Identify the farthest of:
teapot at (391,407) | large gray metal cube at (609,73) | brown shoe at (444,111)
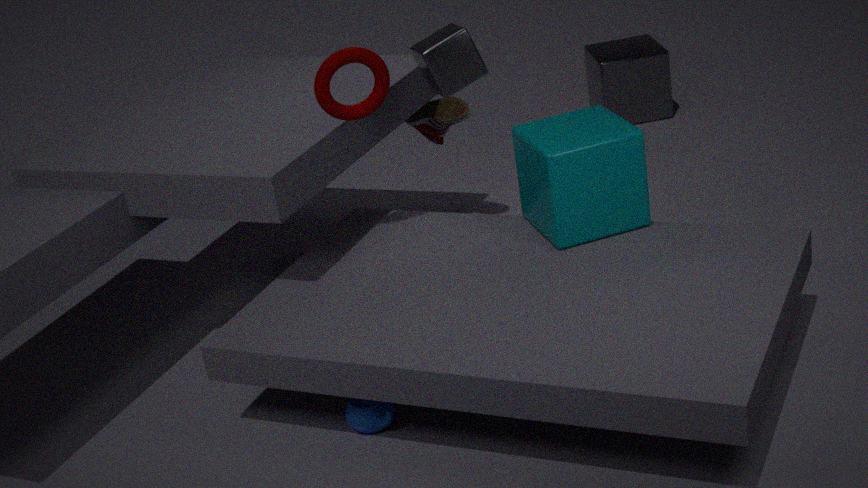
large gray metal cube at (609,73)
